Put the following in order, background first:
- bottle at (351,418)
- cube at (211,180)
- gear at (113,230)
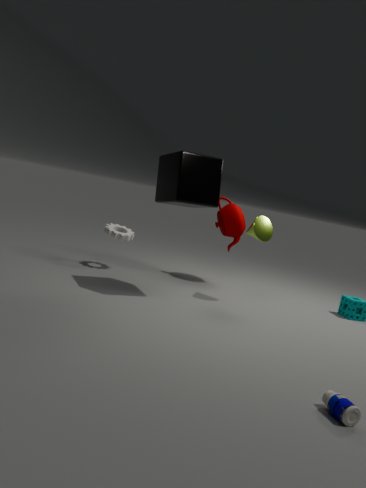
gear at (113,230) < cube at (211,180) < bottle at (351,418)
